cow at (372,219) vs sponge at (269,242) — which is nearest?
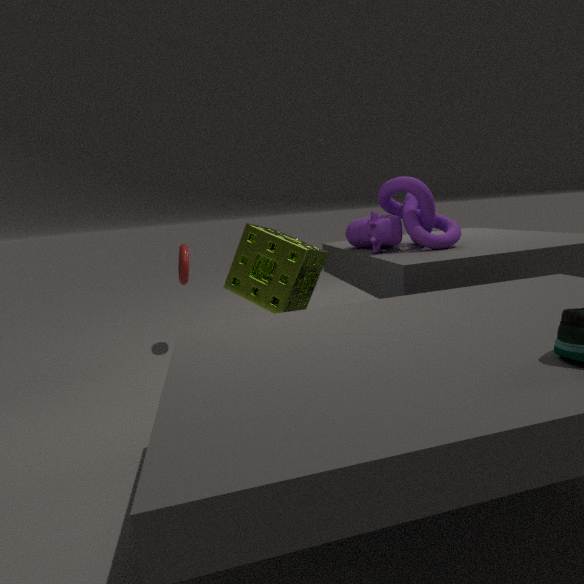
sponge at (269,242)
